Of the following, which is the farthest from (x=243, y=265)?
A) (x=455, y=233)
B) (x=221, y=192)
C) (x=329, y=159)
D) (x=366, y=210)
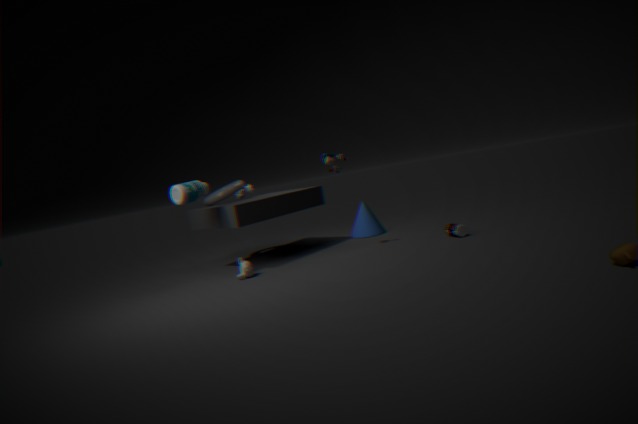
(x=455, y=233)
